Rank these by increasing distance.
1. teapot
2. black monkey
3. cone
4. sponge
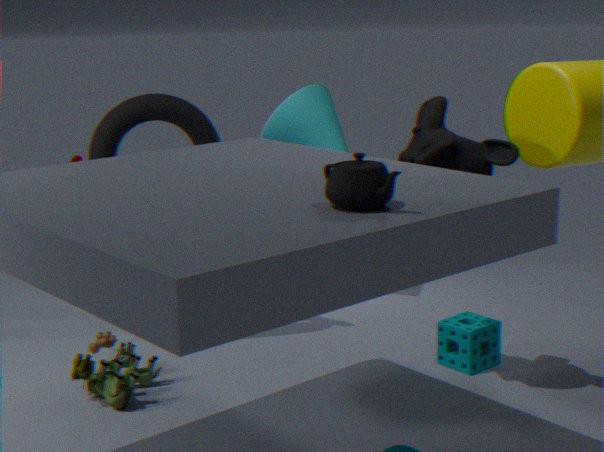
1. teapot
2. black monkey
3. sponge
4. cone
